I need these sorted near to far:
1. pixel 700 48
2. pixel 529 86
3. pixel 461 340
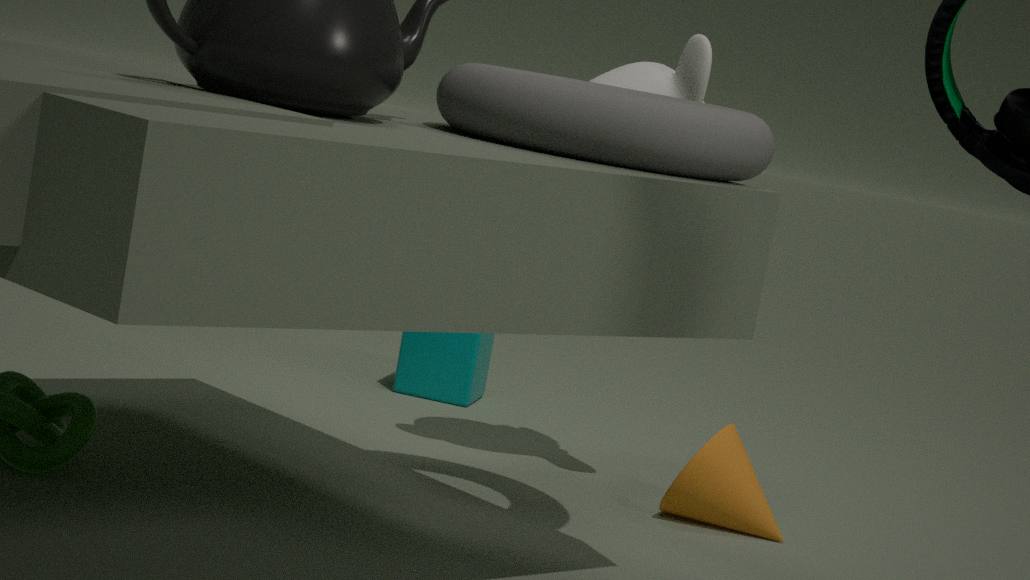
pixel 529 86 < pixel 700 48 < pixel 461 340
